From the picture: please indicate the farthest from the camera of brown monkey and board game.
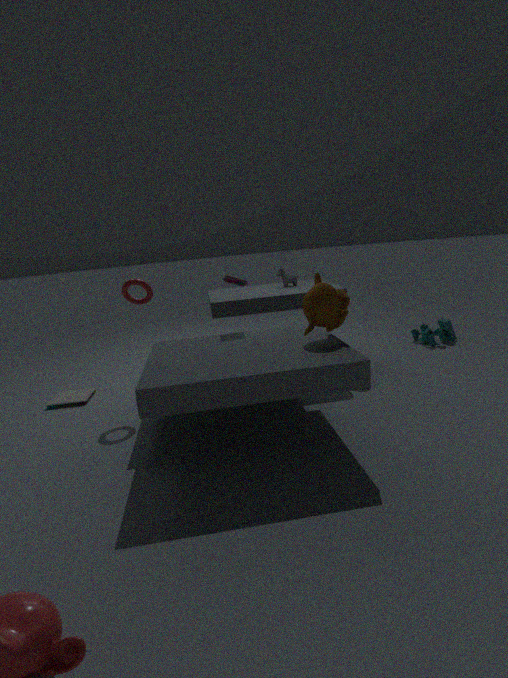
board game
